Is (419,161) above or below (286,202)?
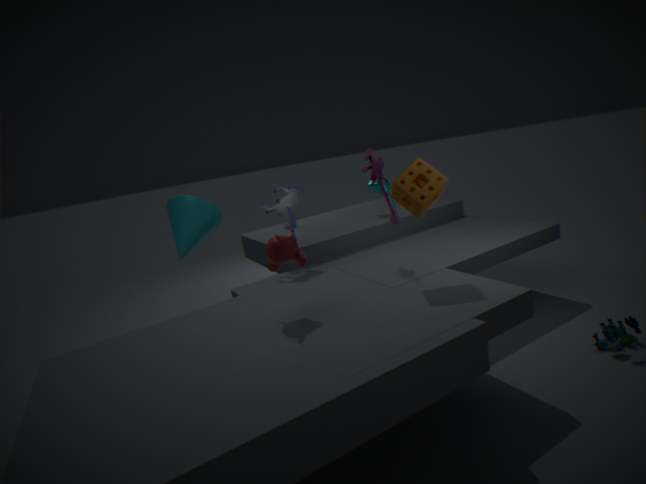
above
